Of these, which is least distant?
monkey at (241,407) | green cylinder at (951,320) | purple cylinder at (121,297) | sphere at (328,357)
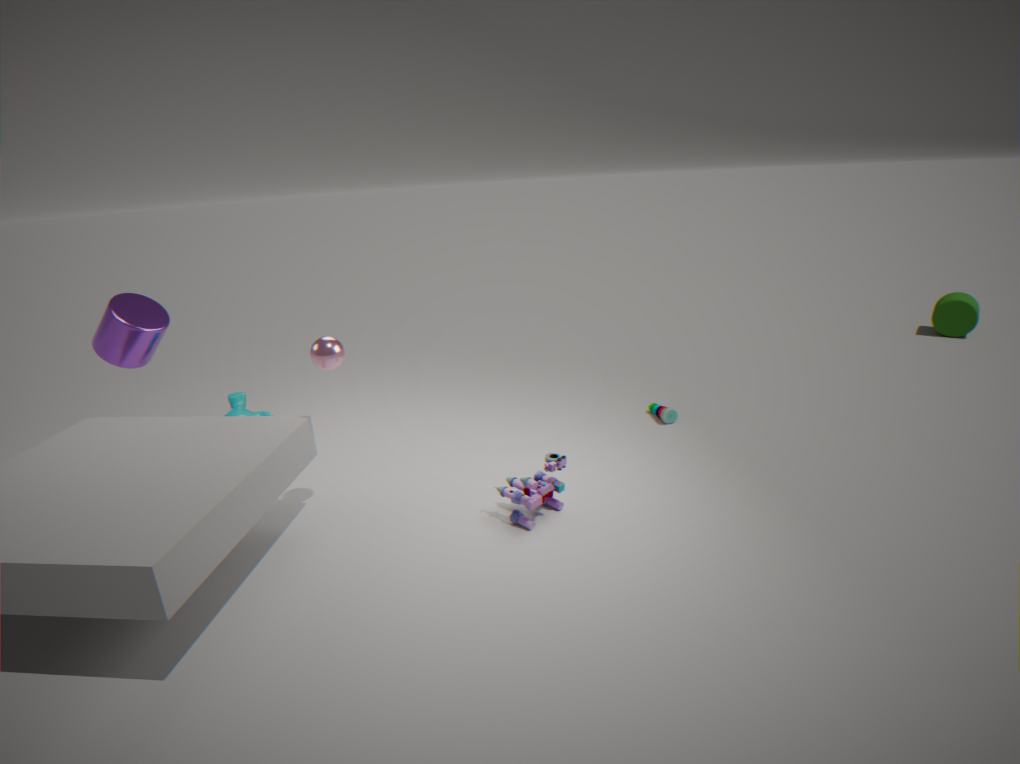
sphere at (328,357)
